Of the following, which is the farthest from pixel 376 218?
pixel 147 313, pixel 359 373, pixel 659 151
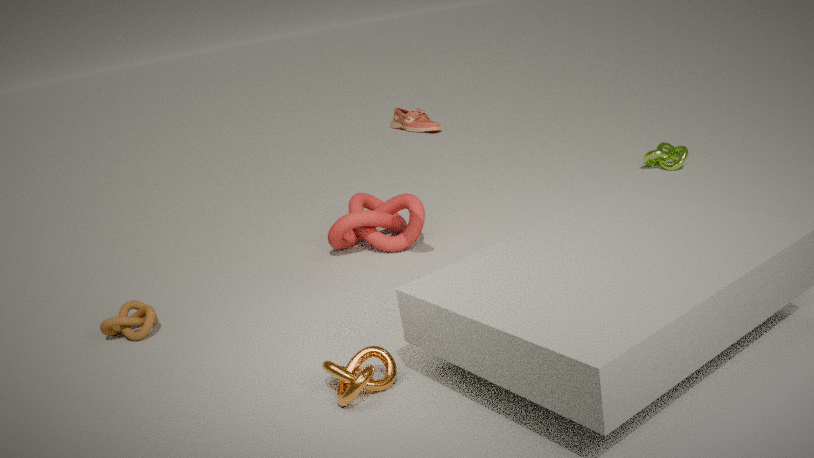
pixel 659 151
